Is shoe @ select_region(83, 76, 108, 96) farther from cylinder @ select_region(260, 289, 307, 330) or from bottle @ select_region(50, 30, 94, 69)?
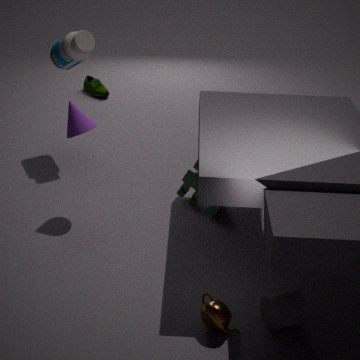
cylinder @ select_region(260, 289, 307, 330)
